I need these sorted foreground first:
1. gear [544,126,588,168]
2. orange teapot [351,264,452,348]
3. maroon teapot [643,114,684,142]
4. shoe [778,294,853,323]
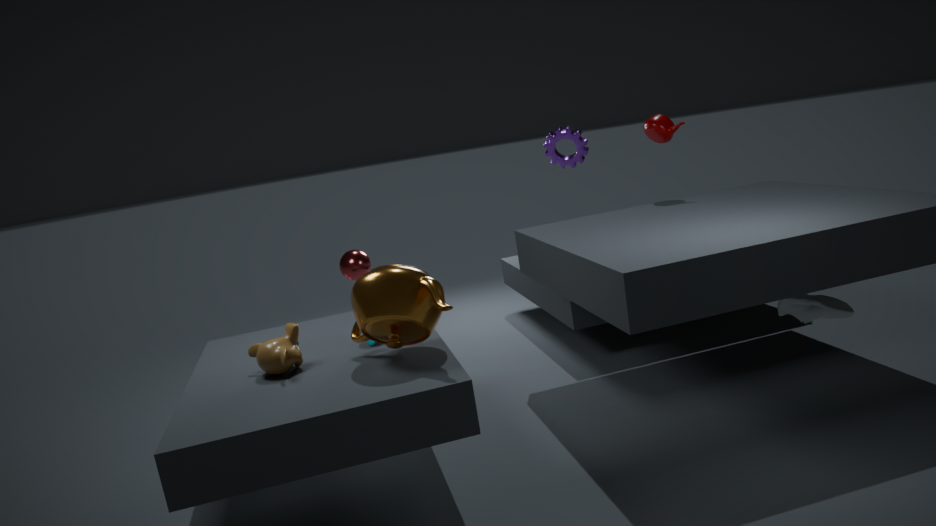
orange teapot [351,264,452,348]
shoe [778,294,853,323]
maroon teapot [643,114,684,142]
gear [544,126,588,168]
